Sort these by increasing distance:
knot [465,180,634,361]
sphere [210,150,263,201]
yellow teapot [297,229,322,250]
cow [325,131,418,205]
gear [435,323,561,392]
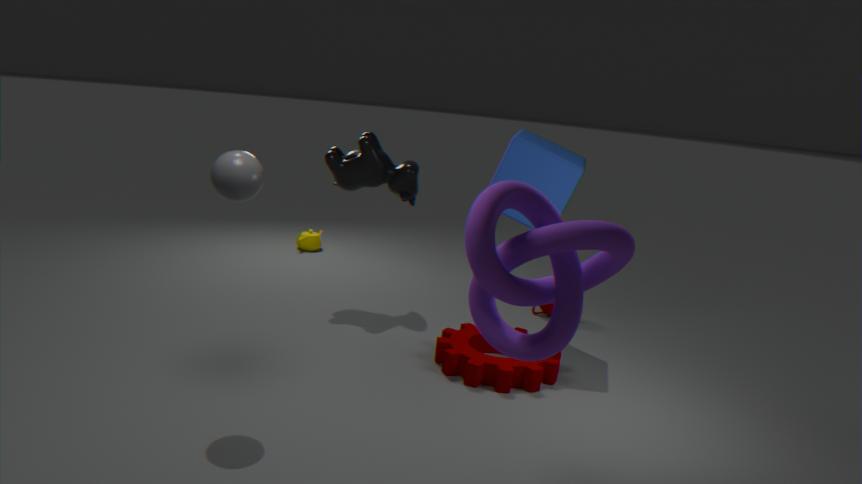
knot [465,180,634,361] → sphere [210,150,263,201] → gear [435,323,561,392] → cow [325,131,418,205] → yellow teapot [297,229,322,250]
